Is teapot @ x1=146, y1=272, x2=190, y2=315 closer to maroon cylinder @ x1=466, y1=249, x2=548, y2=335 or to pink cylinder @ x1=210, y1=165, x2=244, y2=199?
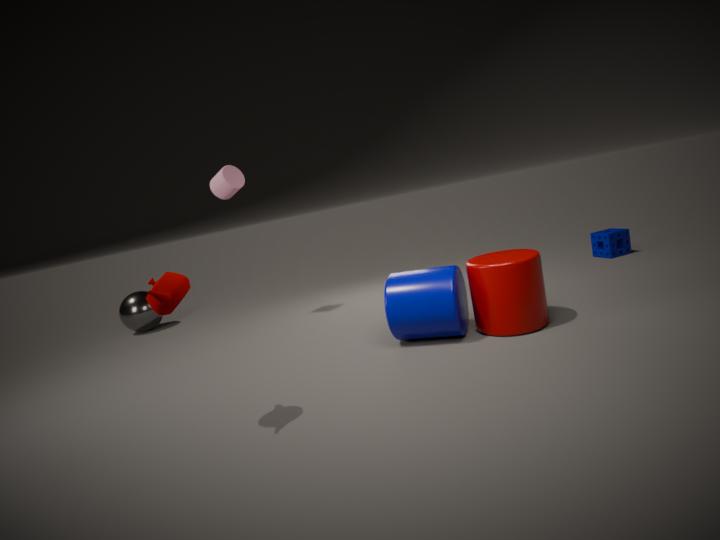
maroon cylinder @ x1=466, y1=249, x2=548, y2=335
